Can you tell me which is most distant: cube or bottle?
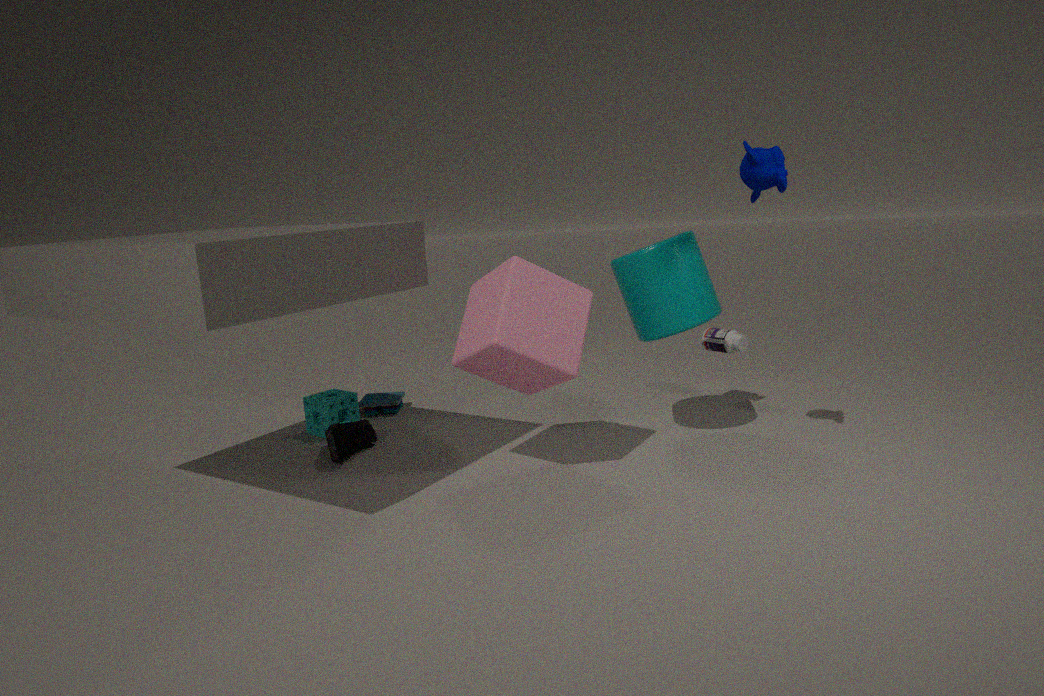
bottle
